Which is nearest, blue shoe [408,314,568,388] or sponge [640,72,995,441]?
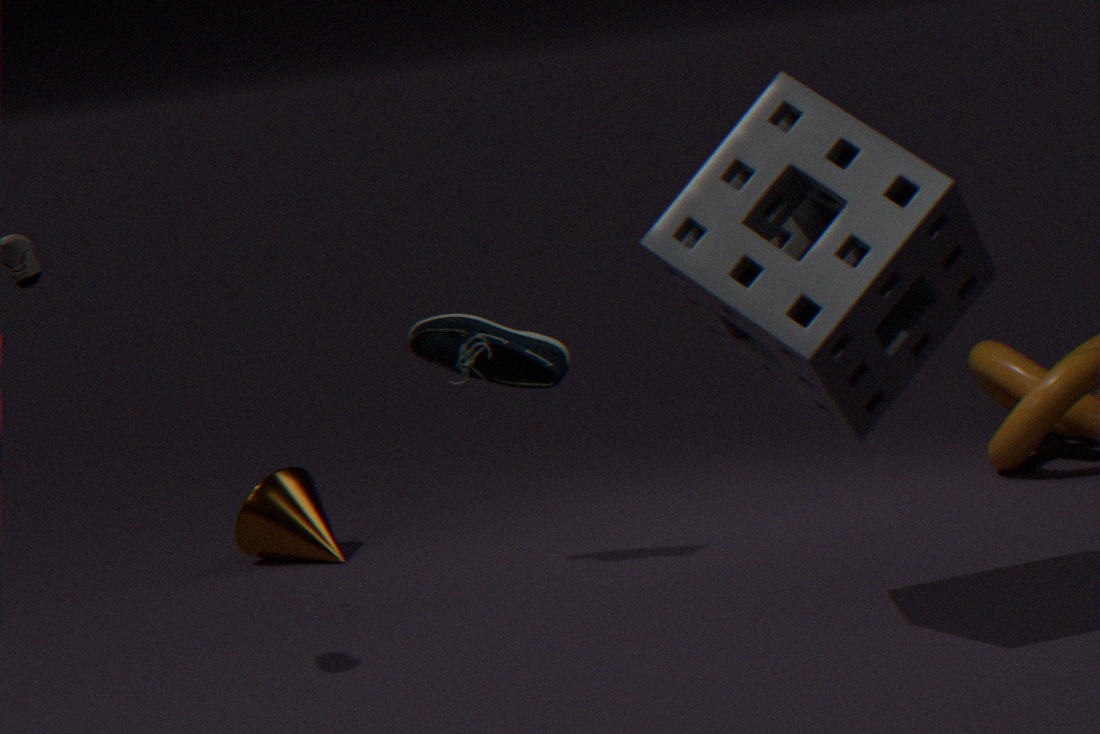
sponge [640,72,995,441]
